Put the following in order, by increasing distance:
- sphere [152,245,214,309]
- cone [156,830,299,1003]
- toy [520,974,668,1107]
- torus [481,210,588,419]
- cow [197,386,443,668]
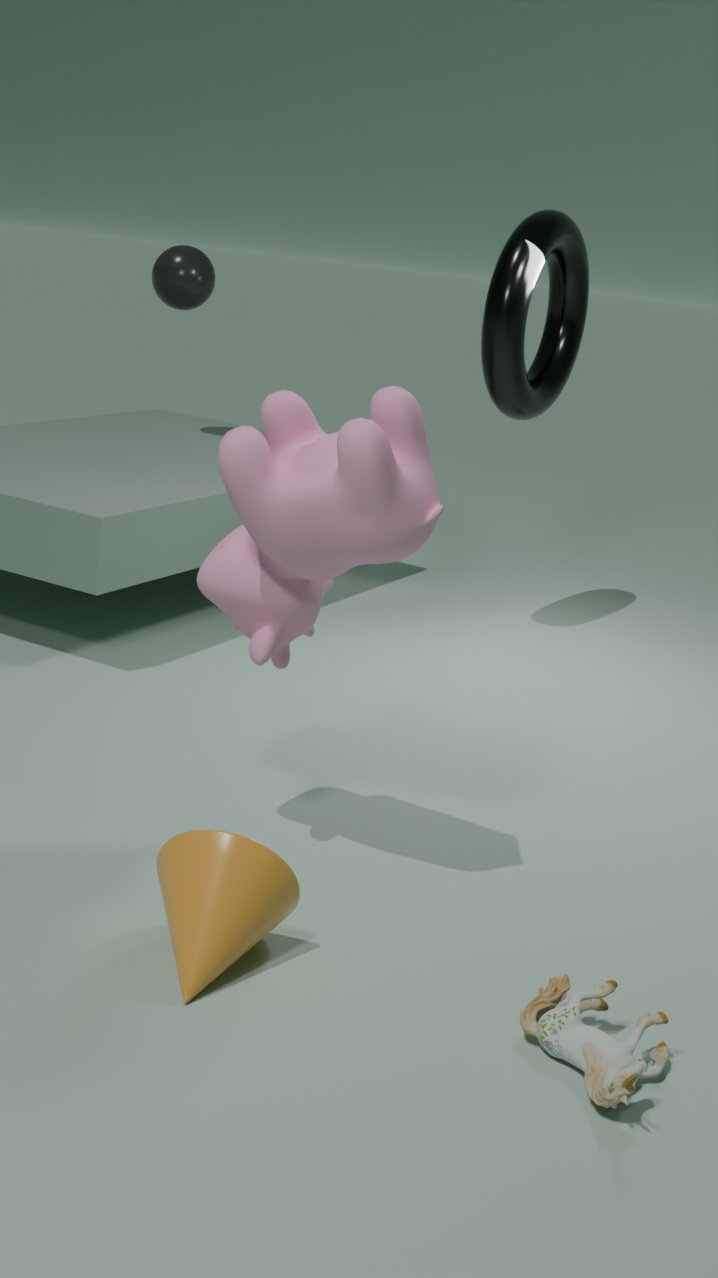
toy [520,974,668,1107], cone [156,830,299,1003], cow [197,386,443,668], torus [481,210,588,419], sphere [152,245,214,309]
